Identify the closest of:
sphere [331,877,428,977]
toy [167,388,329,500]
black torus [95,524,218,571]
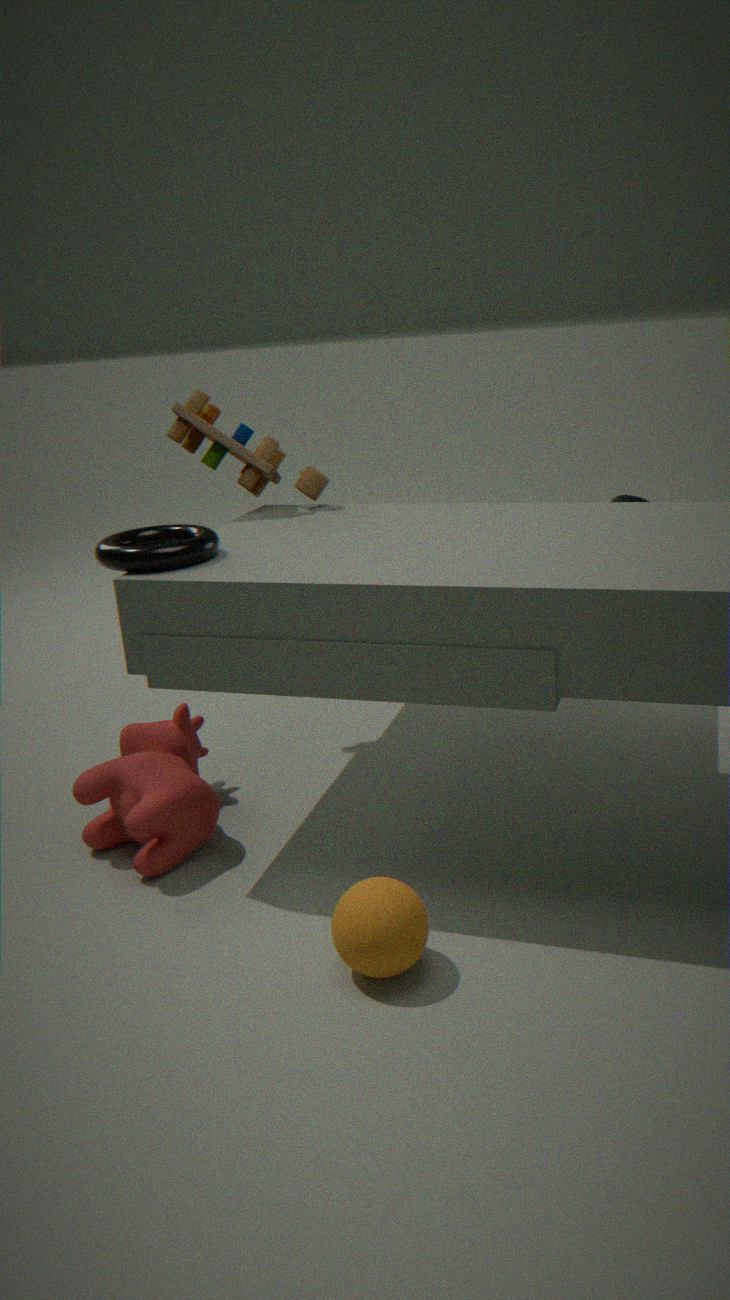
sphere [331,877,428,977]
